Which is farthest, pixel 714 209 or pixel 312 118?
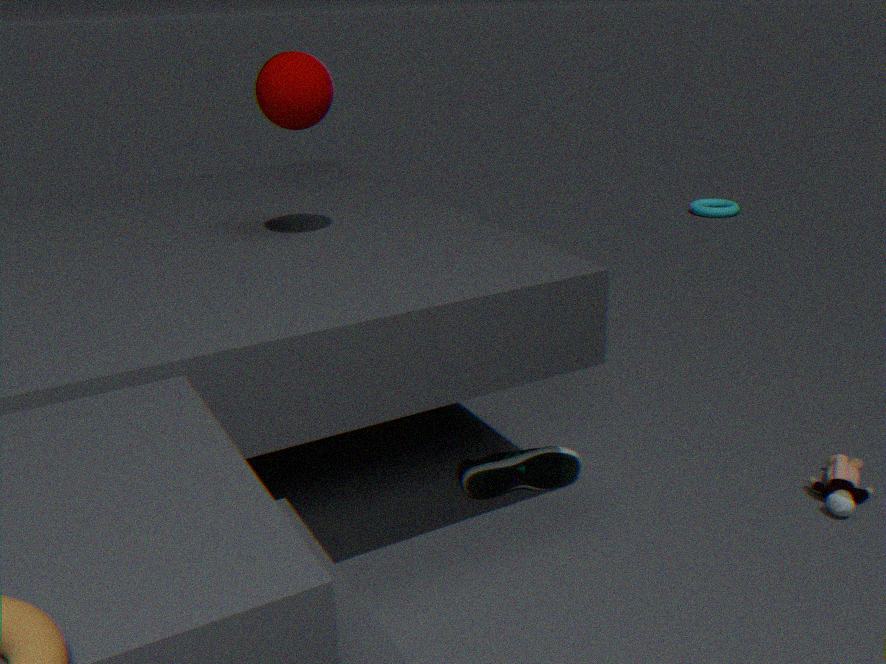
pixel 714 209
